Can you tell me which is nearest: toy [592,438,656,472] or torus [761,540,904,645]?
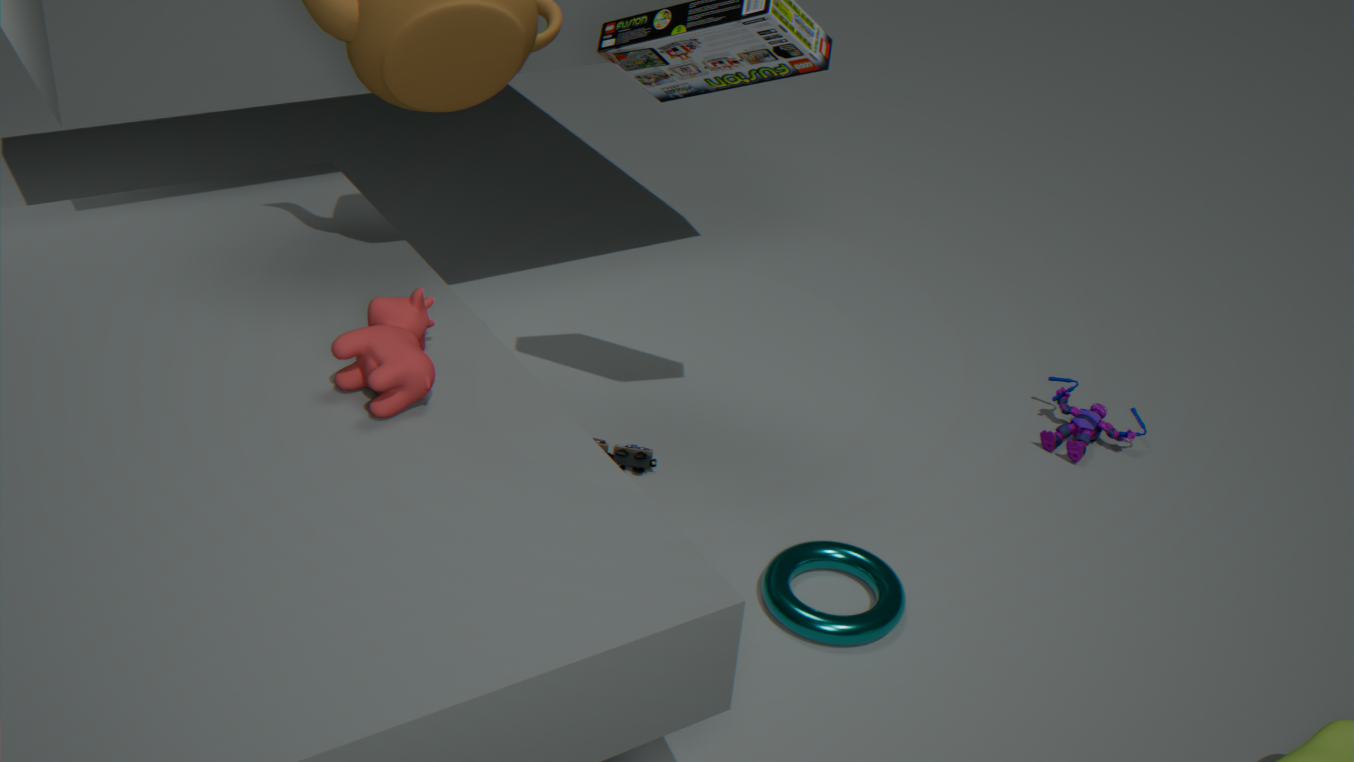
torus [761,540,904,645]
